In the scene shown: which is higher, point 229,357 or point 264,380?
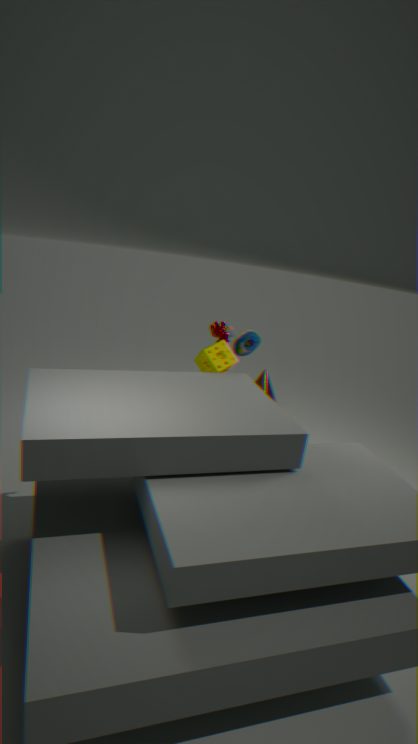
point 229,357
